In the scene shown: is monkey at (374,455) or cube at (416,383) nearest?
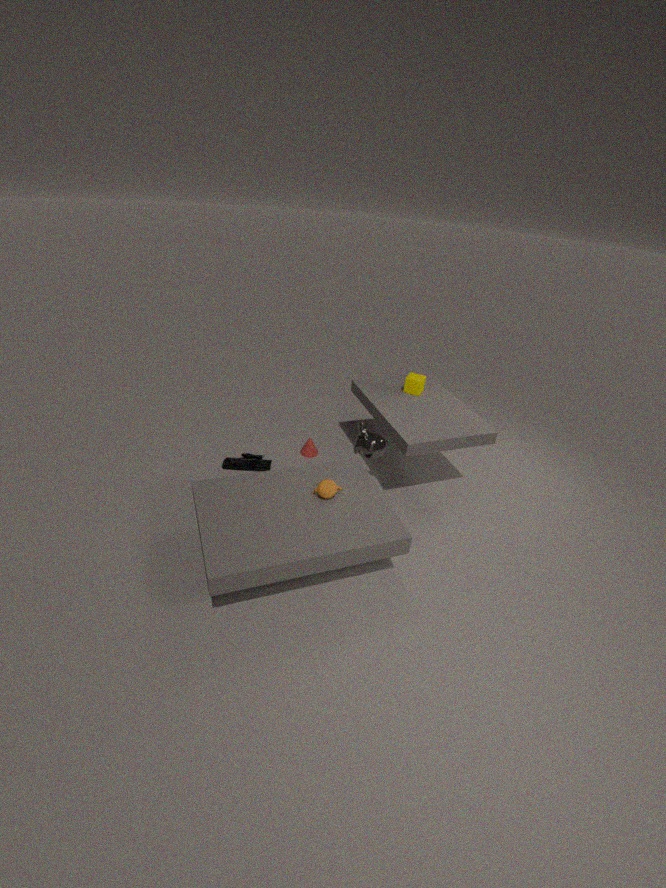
monkey at (374,455)
